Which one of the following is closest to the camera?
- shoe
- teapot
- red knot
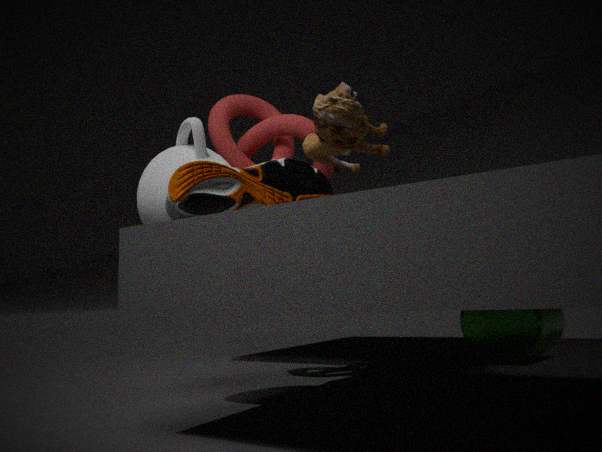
shoe
